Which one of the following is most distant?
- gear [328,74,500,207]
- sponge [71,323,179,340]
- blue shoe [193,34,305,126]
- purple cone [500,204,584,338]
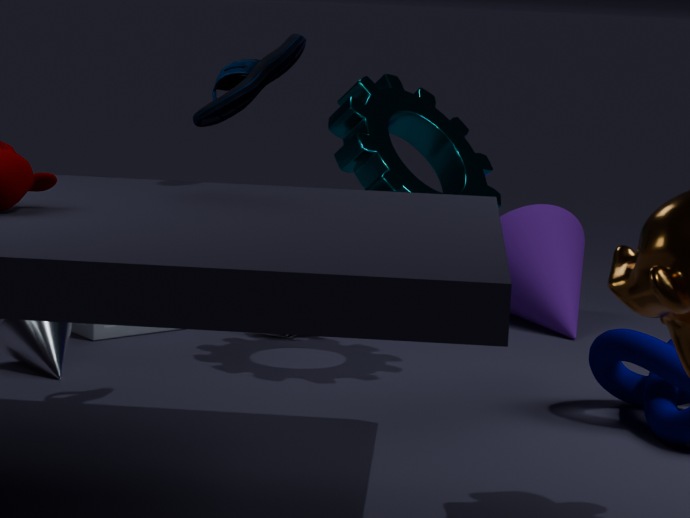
purple cone [500,204,584,338]
